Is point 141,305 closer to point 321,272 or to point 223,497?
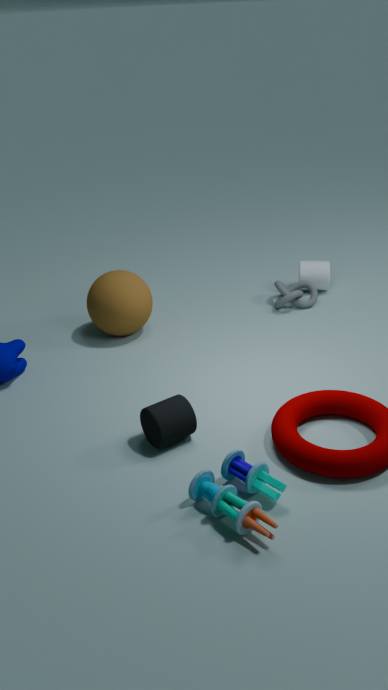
point 321,272
